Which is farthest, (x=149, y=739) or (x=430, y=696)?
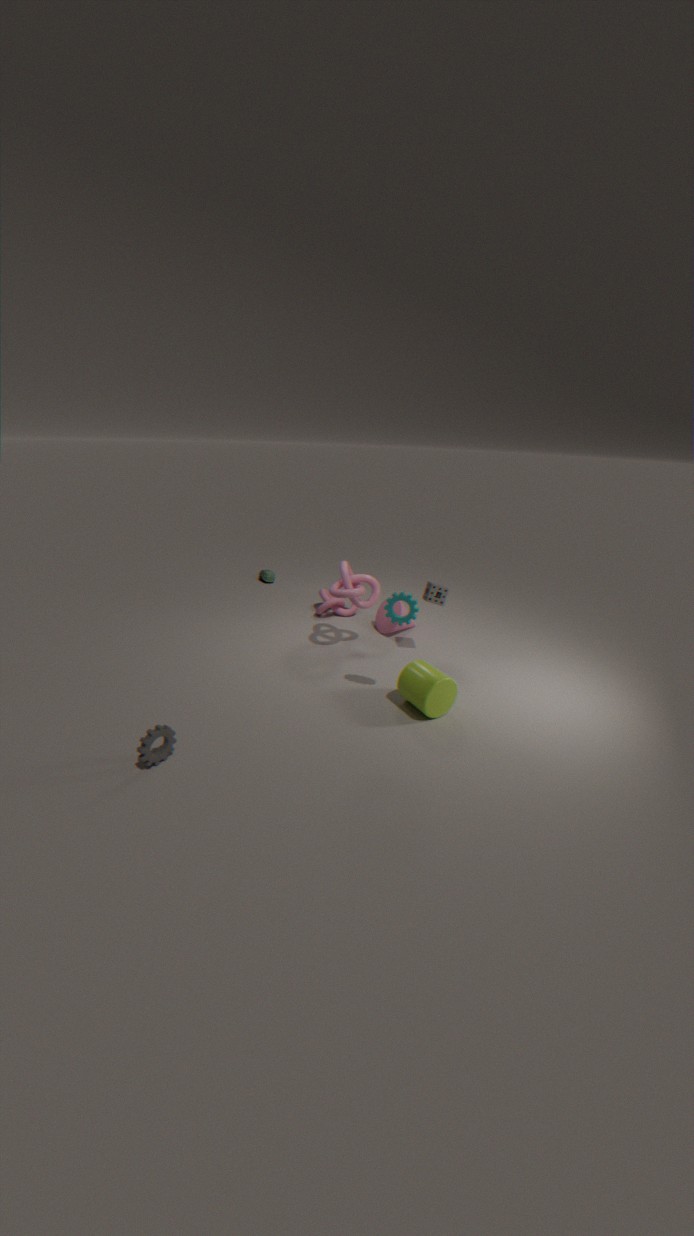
(x=430, y=696)
